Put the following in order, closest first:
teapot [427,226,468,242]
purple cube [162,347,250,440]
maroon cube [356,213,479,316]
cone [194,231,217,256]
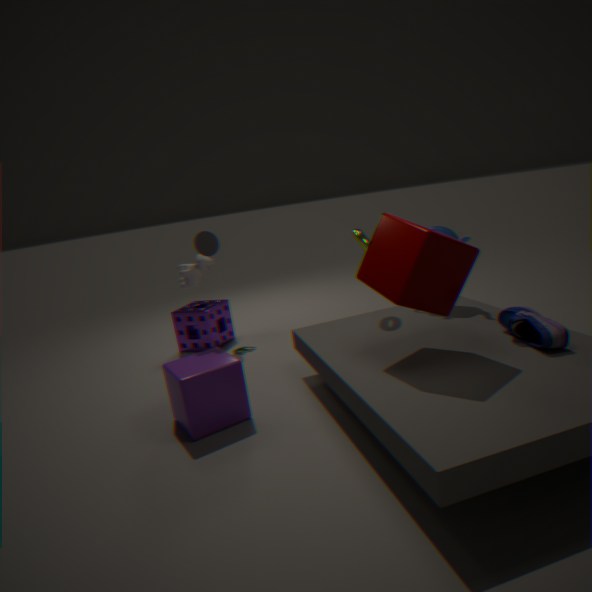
maroon cube [356,213,479,316]
purple cube [162,347,250,440]
teapot [427,226,468,242]
cone [194,231,217,256]
